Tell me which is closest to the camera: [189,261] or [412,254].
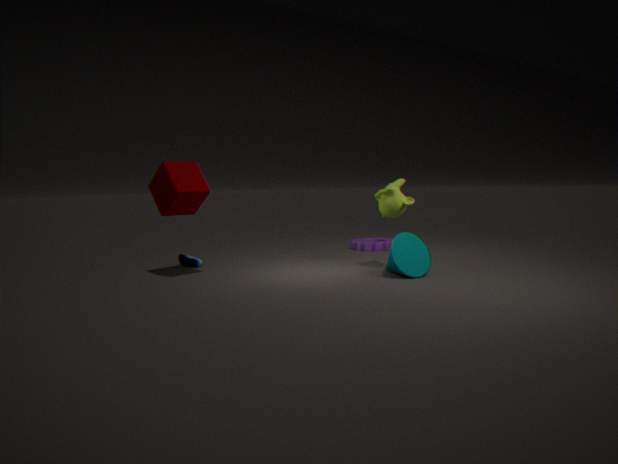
[412,254]
